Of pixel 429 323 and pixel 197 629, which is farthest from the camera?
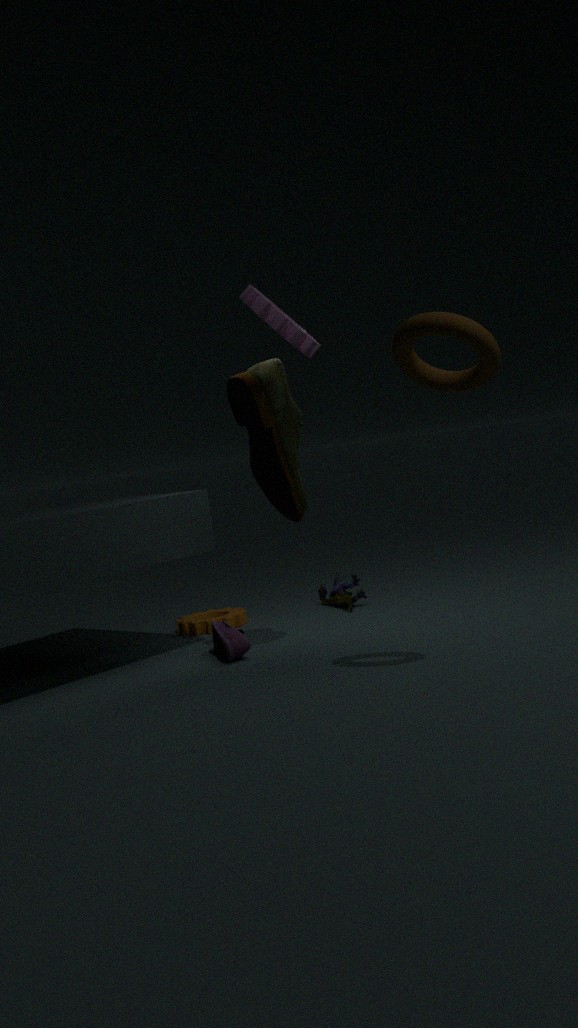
pixel 197 629
